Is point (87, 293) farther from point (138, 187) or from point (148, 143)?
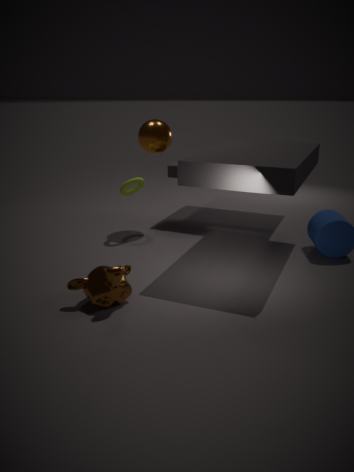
point (148, 143)
